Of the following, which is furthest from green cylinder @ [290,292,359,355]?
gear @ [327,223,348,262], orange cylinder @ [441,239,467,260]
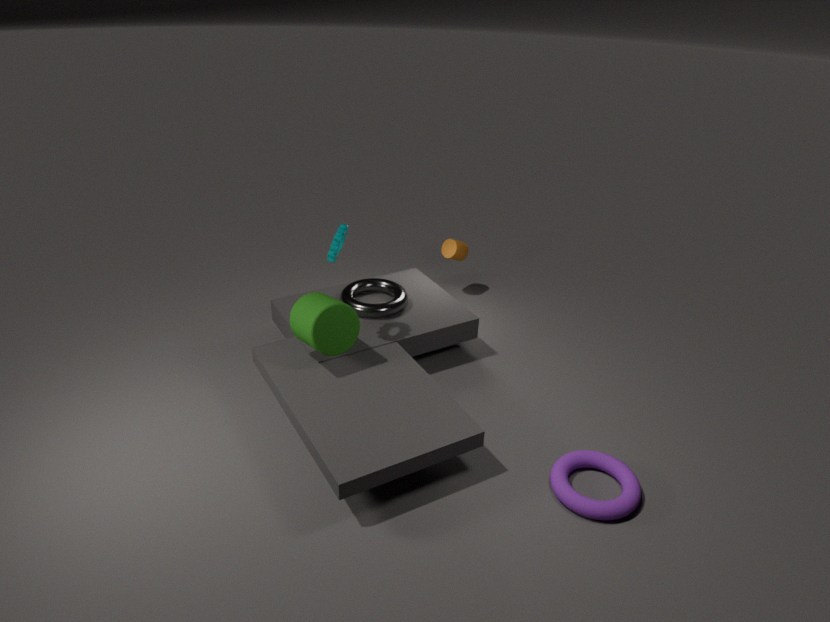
orange cylinder @ [441,239,467,260]
